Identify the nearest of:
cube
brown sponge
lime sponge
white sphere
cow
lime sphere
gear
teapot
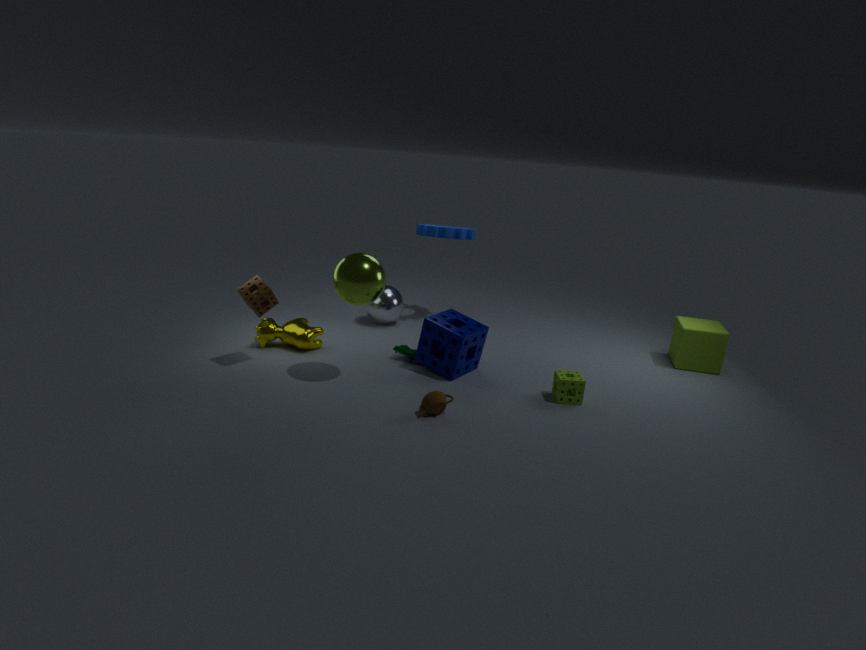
teapot
